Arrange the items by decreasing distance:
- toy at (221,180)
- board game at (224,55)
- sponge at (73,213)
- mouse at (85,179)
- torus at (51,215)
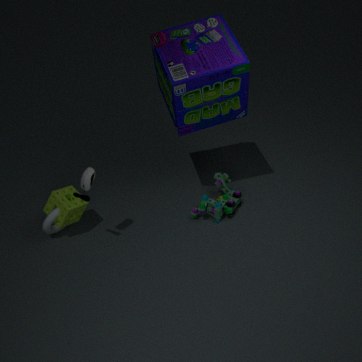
1. toy at (221,180)
2. torus at (51,215)
3. sponge at (73,213)
4. board game at (224,55)
5. mouse at (85,179)
